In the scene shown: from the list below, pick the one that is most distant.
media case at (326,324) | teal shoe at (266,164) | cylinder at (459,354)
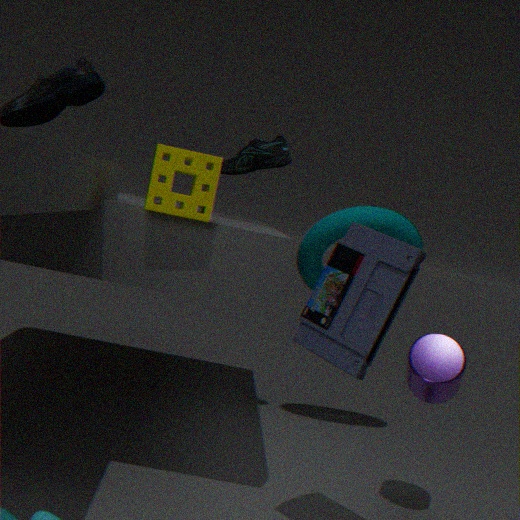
teal shoe at (266,164)
